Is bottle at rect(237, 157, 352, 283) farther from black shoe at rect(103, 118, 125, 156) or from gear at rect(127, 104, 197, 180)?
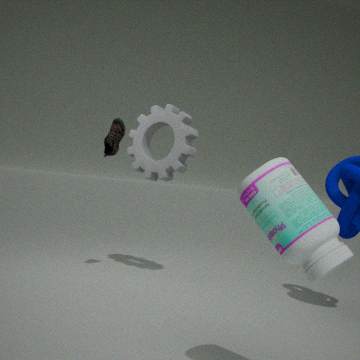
black shoe at rect(103, 118, 125, 156)
